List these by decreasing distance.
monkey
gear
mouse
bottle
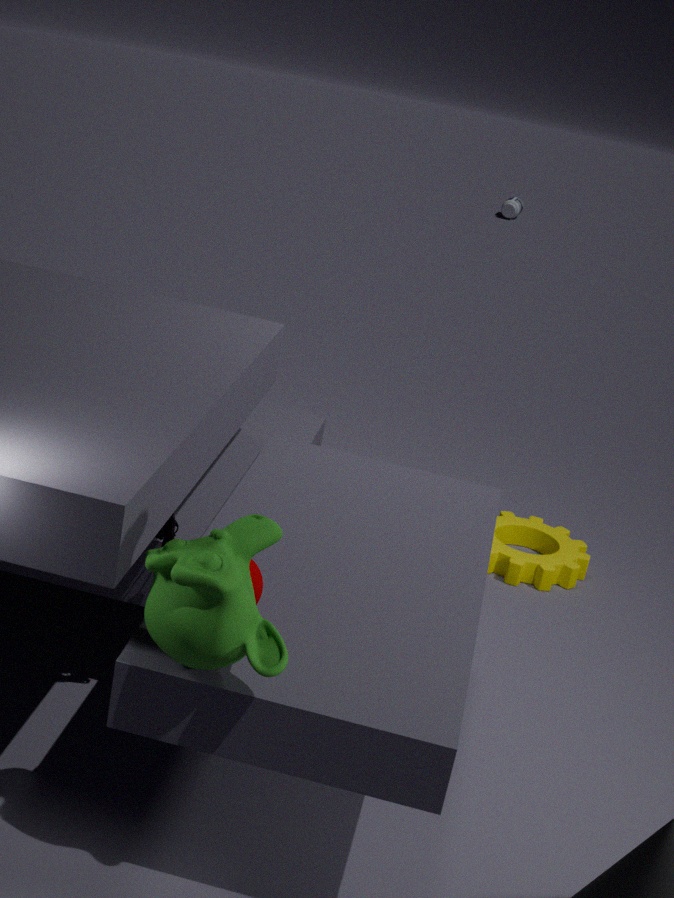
bottle → gear → mouse → monkey
